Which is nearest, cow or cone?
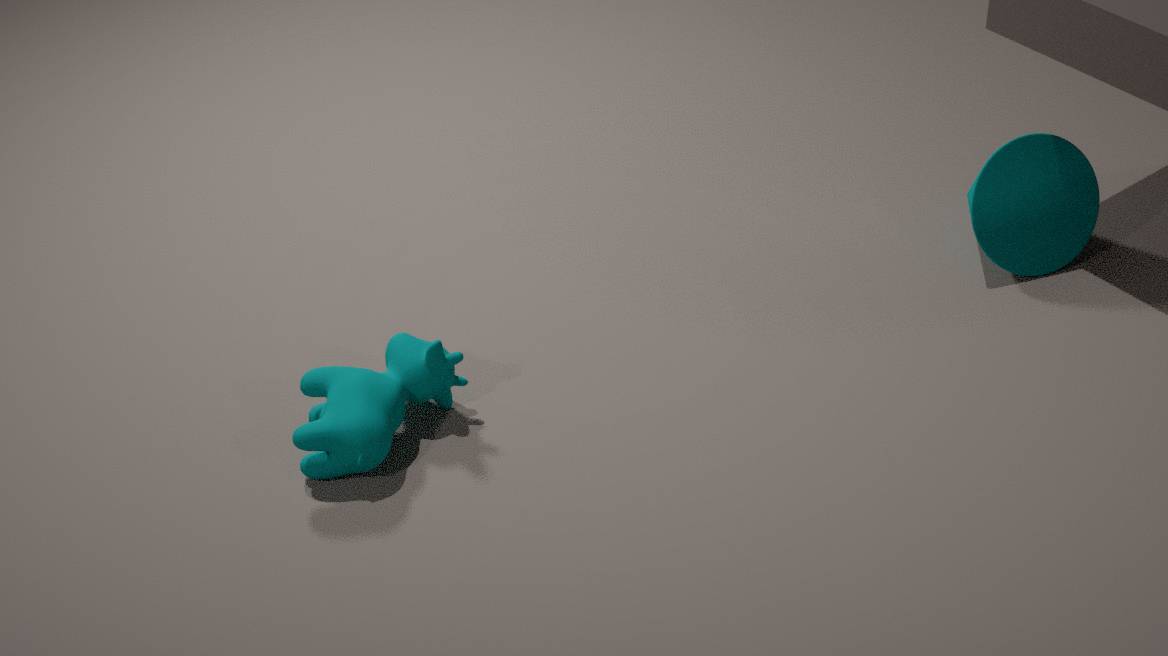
cow
